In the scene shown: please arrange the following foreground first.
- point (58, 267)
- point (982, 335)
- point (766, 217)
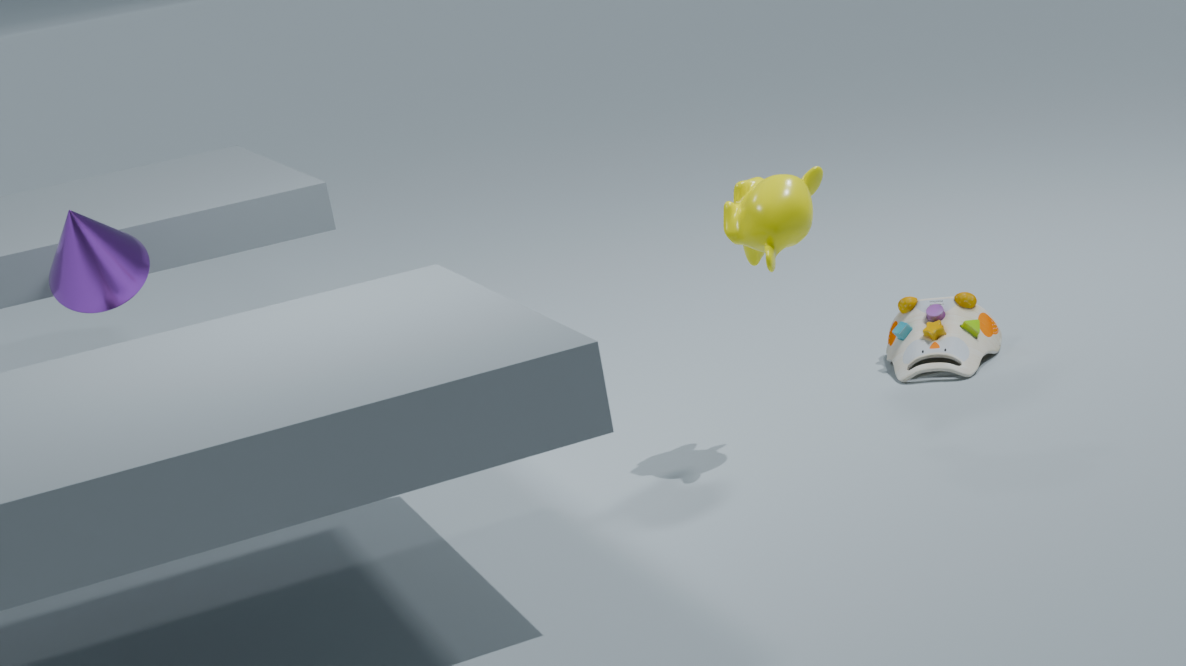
1. point (766, 217)
2. point (982, 335)
3. point (58, 267)
